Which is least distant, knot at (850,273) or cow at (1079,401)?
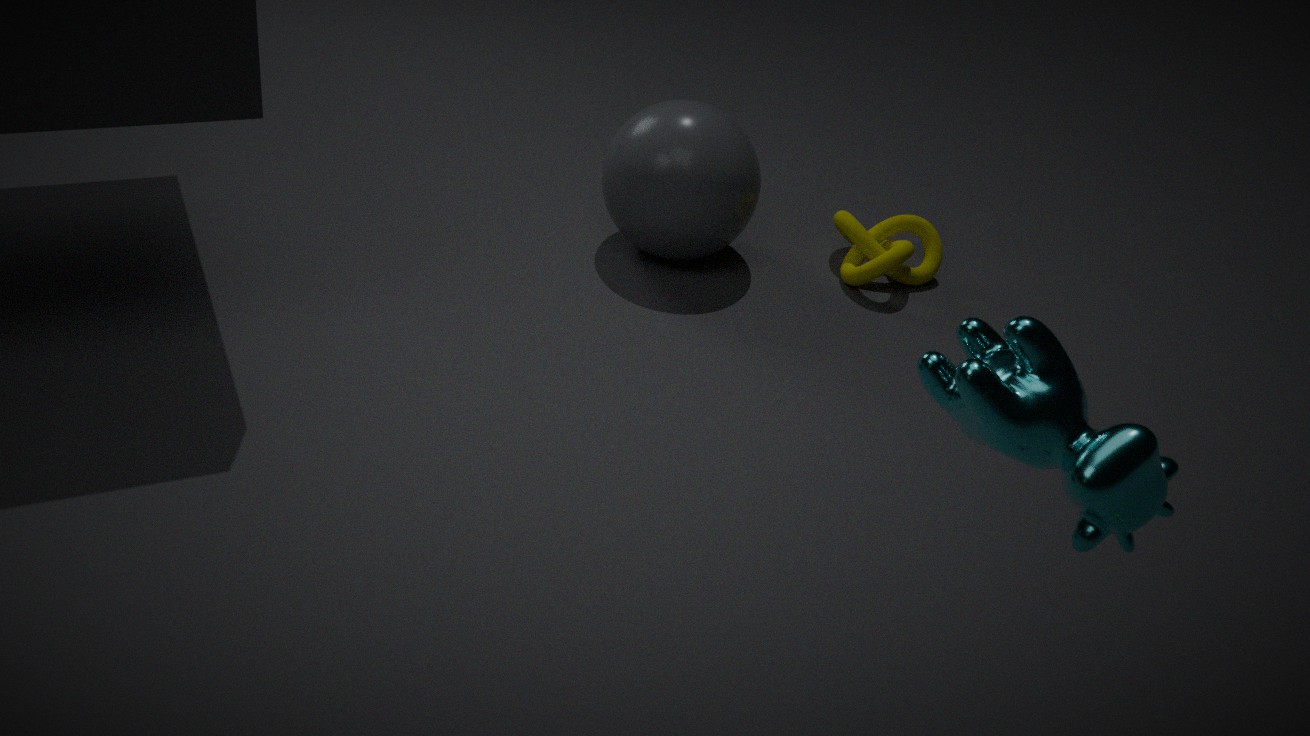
cow at (1079,401)
